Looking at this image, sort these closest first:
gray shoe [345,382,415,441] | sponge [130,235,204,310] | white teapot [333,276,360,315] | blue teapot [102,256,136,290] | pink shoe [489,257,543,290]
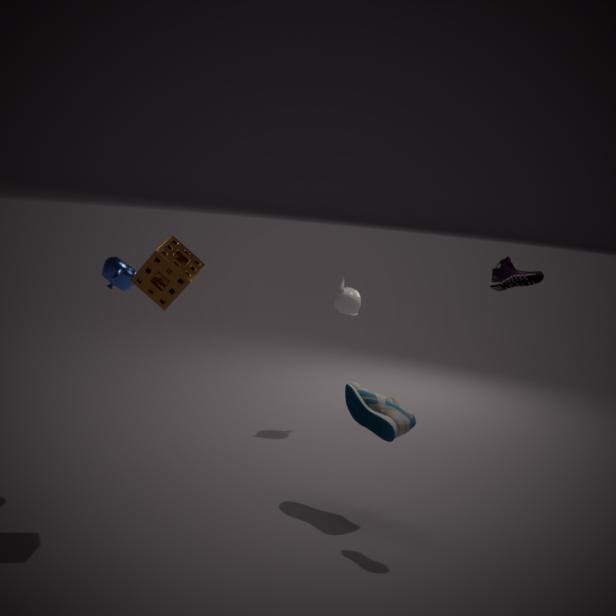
sponge [130,235,204,310] → pink shoe [489,257,543,290] → blue teapot [102,256,136,290] → gray shoe [345,382,415,441] → white teapot [333,276,360,315]
